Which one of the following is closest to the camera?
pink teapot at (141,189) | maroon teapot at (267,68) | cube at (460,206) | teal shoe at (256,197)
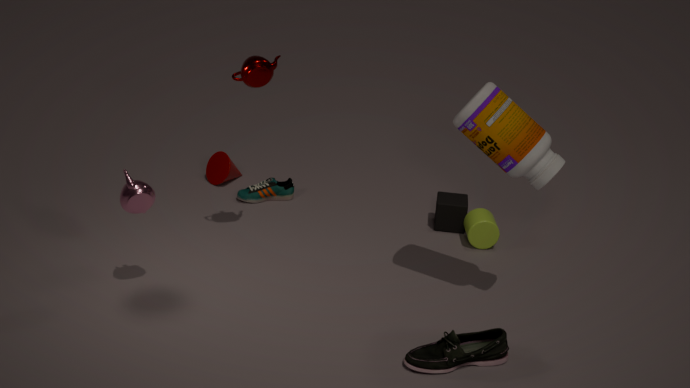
pink teapot at (141,189)
